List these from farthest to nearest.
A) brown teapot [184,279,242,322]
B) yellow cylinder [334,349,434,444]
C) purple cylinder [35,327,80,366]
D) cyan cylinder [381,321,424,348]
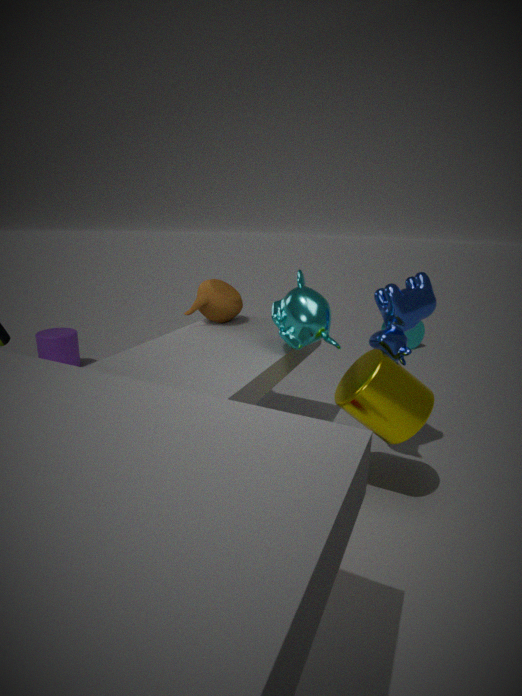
1. cyan cylinder [381,321,424,348]
2. purple cylinder [35,327,80,366]
3. brown teapot [184,279,242,322]
4. yellow cylinder [334,349,434,444]
